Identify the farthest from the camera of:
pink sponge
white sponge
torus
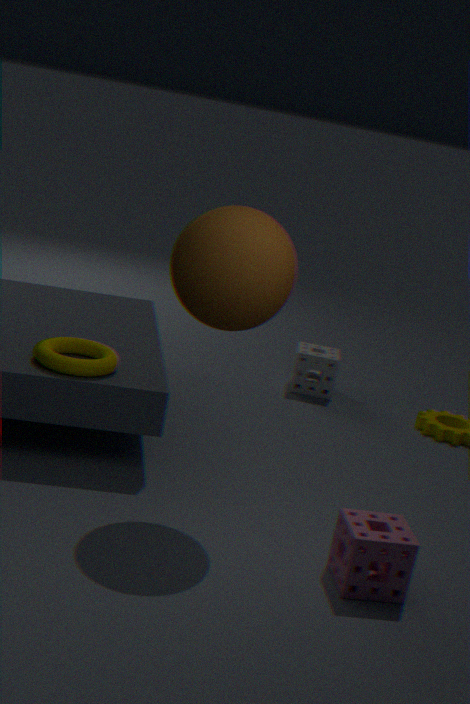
white sponge
